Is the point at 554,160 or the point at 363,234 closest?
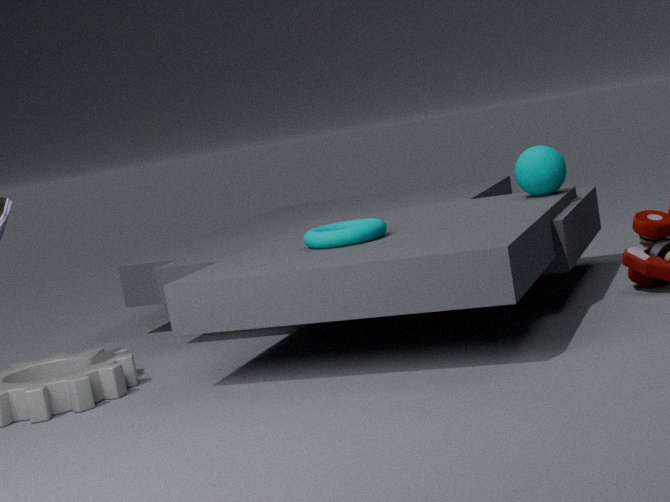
the point at 363,234
